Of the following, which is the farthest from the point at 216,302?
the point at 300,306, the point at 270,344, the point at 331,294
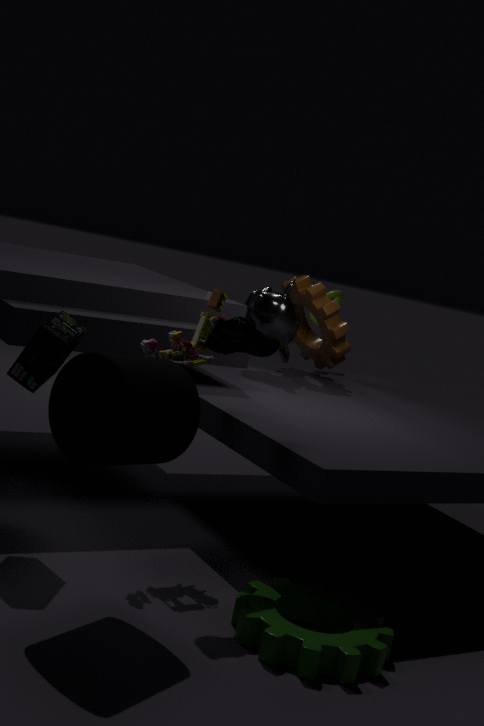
the point at 331,294
